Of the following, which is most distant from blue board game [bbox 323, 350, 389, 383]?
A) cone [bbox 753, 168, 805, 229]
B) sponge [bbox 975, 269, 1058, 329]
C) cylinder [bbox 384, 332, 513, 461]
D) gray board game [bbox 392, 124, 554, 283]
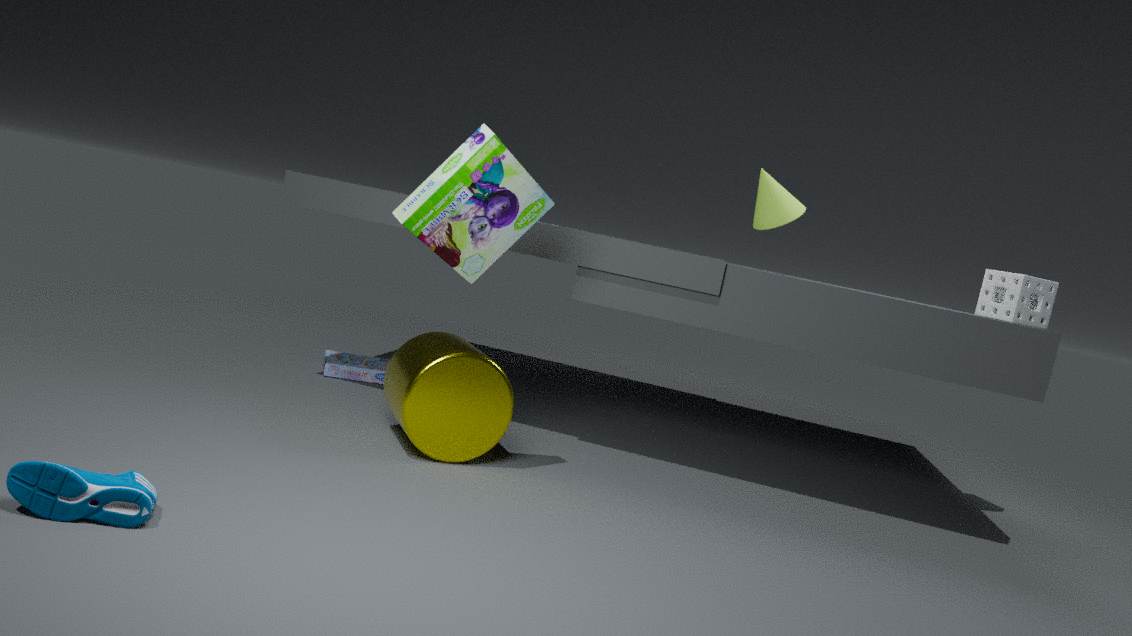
sponge [bbox 975, 269, 1058, 329]
